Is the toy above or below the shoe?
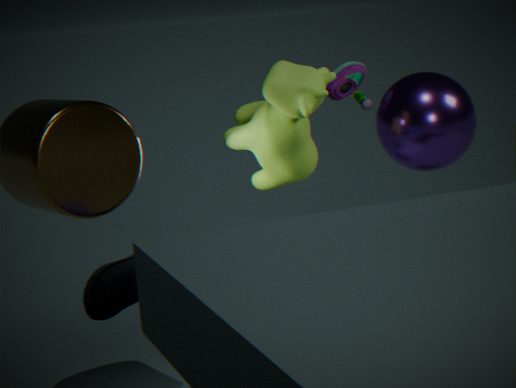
above
